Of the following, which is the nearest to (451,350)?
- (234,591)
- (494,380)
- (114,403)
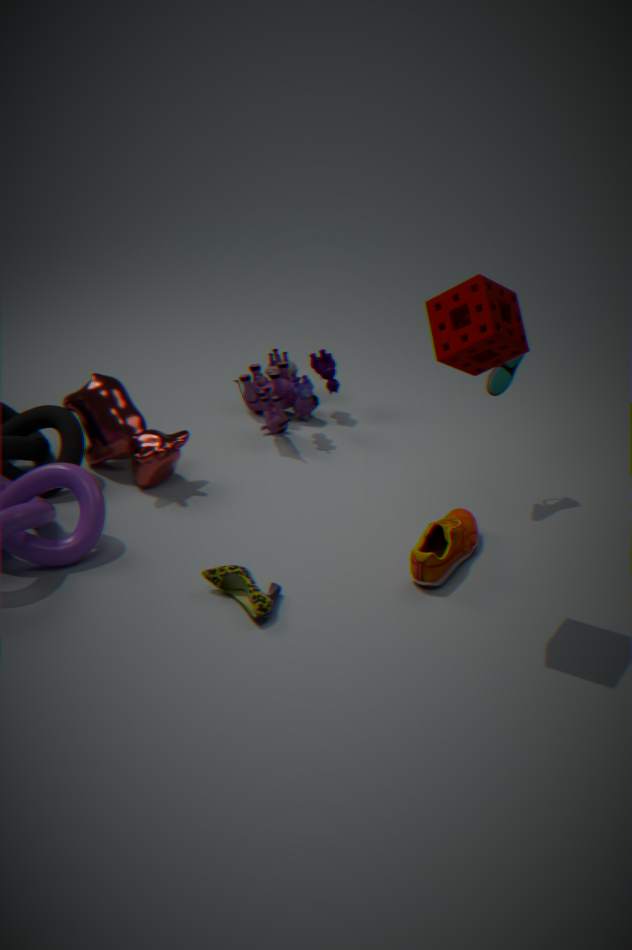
(494,380)
